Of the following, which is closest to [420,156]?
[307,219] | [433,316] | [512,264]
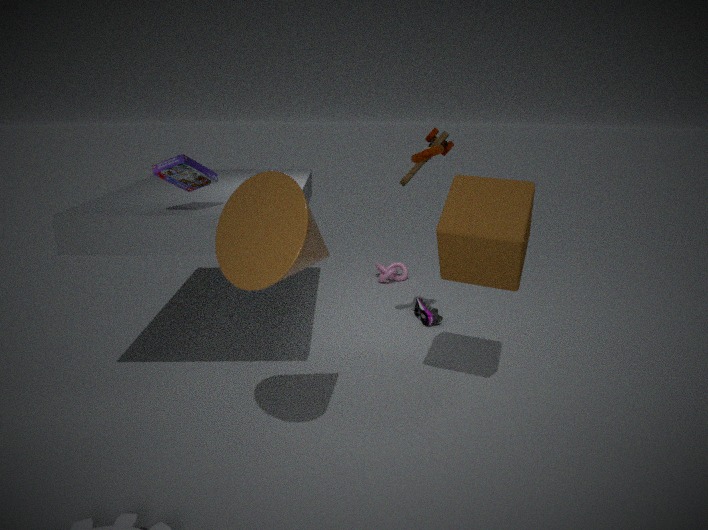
[512,264]
